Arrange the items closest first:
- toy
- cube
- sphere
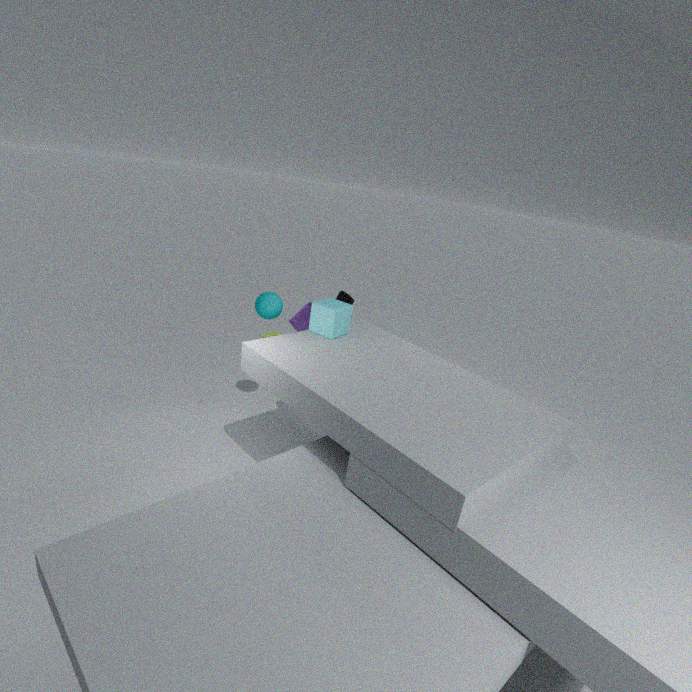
1. cube
2. sphere
3. toy
